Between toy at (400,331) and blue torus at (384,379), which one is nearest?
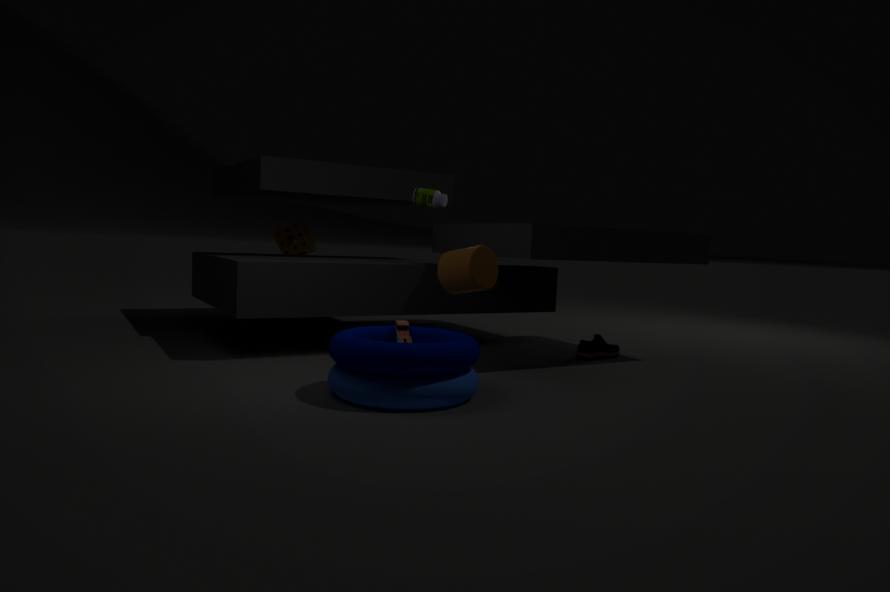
blue torus at (384,379)
